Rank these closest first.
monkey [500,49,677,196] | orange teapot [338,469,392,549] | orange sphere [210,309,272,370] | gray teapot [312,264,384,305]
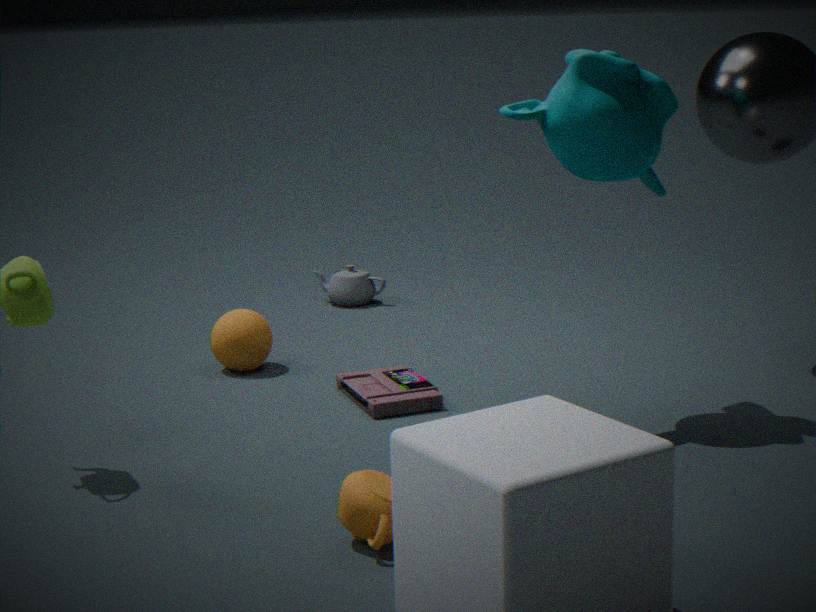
orange teapot [338,469,392,549], monkey [500,49,677,196], orange sphere [210,309,272,370], gray teapot [312,264,384,305]
